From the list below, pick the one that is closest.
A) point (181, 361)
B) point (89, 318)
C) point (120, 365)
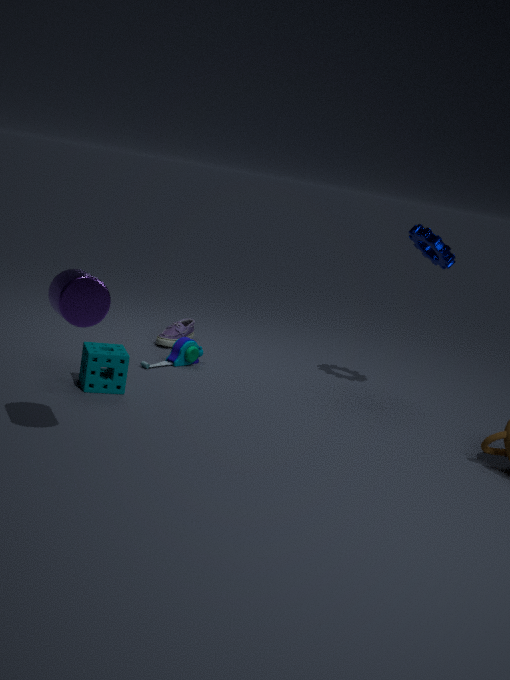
point (89, 318)
